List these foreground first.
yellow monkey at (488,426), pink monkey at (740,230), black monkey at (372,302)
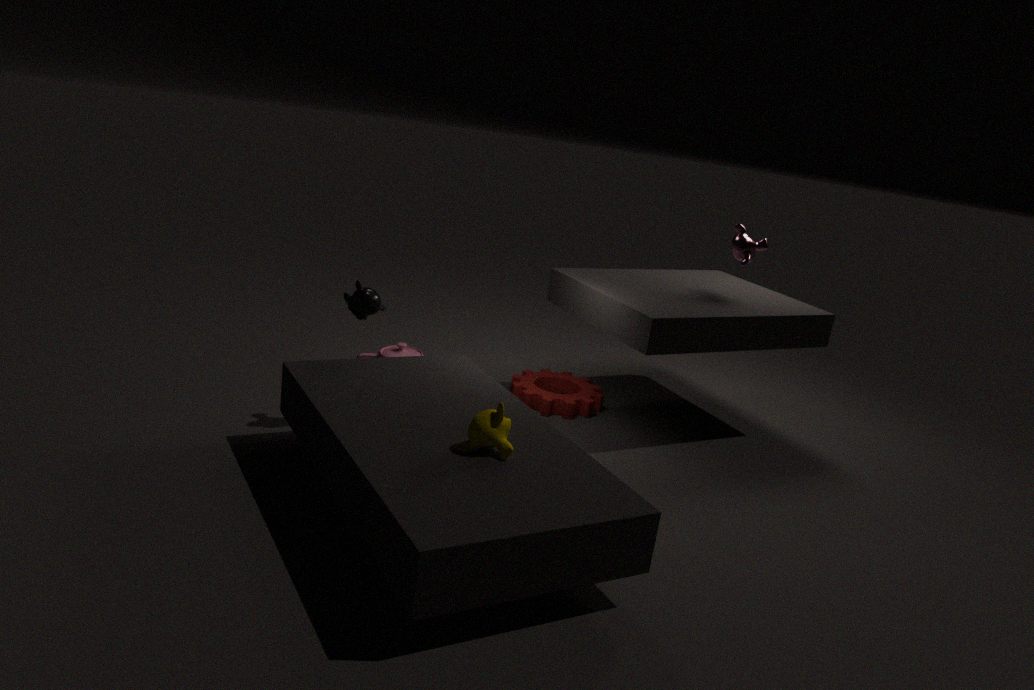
yellow monkey at (488,426), black monkey at (372,302), pink monkey at (740,230)
